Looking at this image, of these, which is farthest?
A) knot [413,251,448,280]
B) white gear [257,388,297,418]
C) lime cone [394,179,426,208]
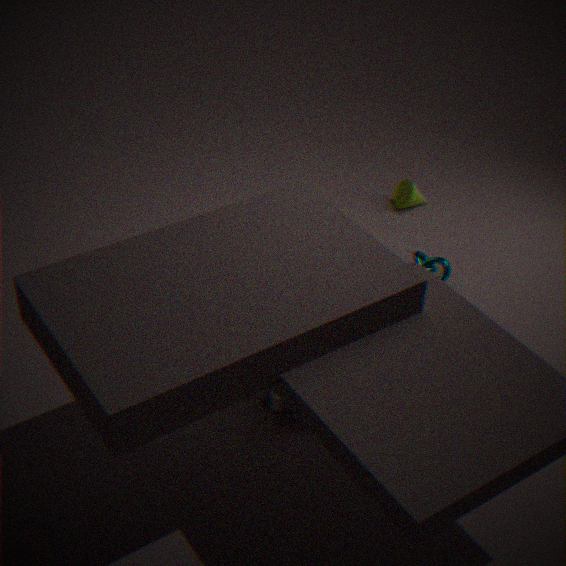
lime cone [394,179,426,208]
